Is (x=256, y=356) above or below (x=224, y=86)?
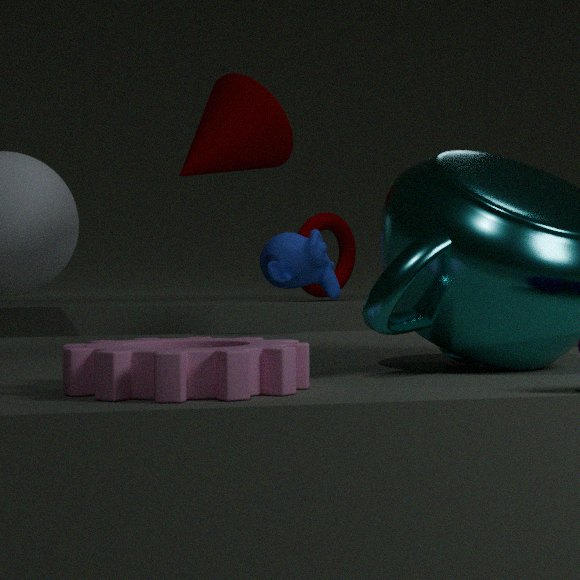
below
